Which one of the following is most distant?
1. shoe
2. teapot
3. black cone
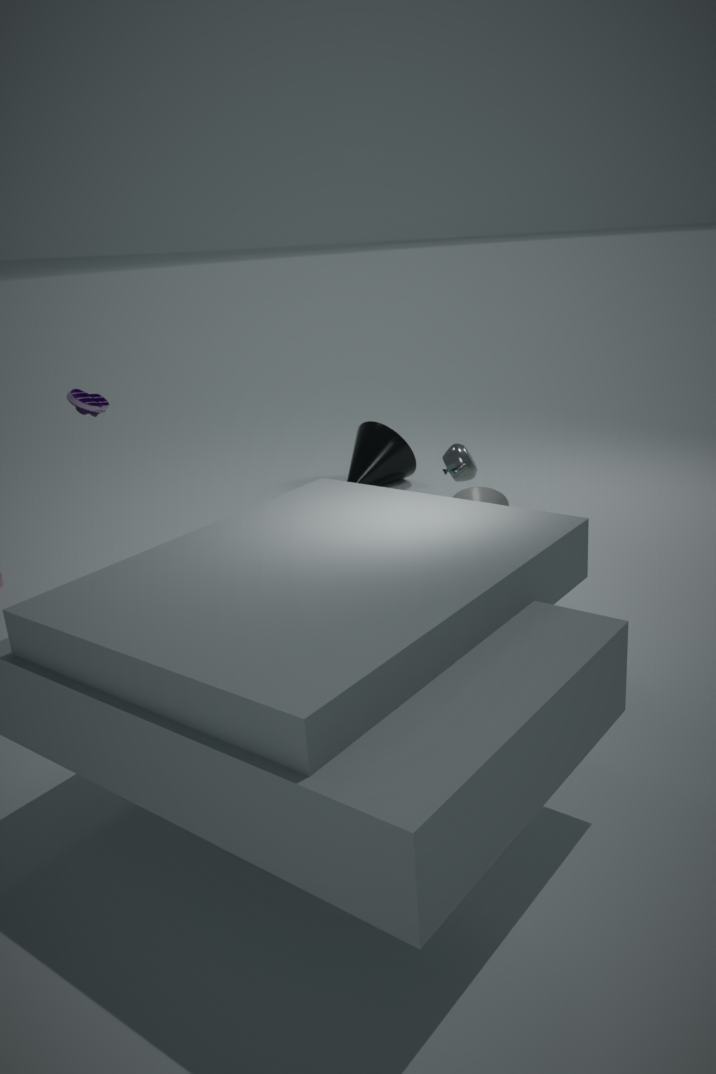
black cone
